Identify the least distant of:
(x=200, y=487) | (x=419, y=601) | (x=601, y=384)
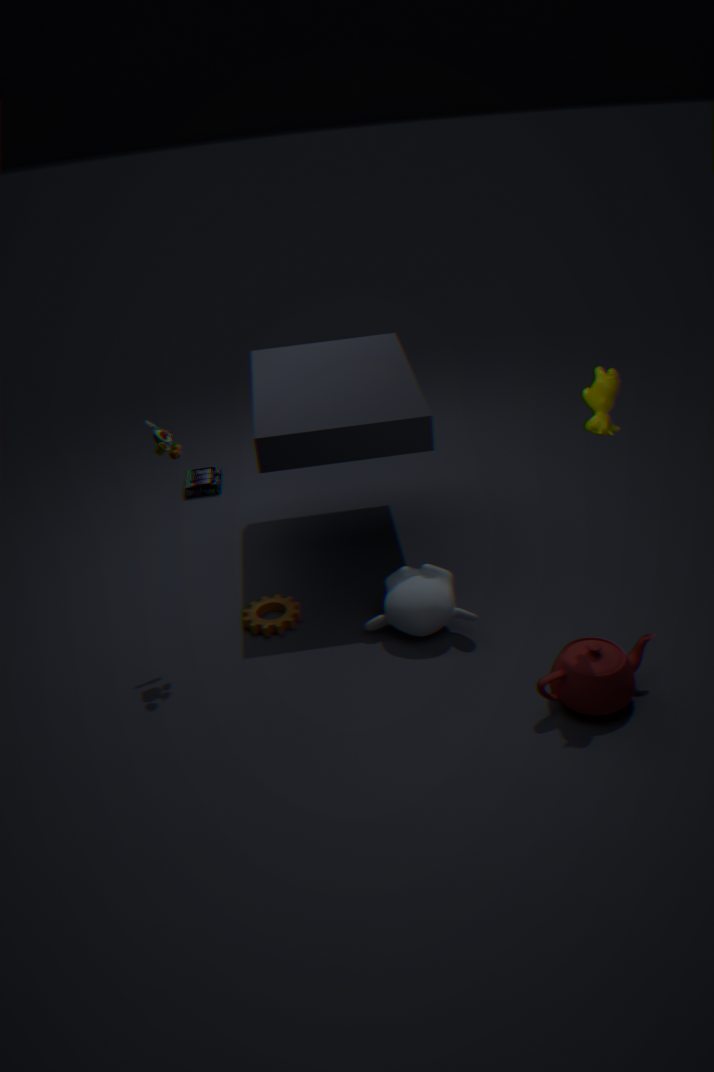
(x=601, y=384)
